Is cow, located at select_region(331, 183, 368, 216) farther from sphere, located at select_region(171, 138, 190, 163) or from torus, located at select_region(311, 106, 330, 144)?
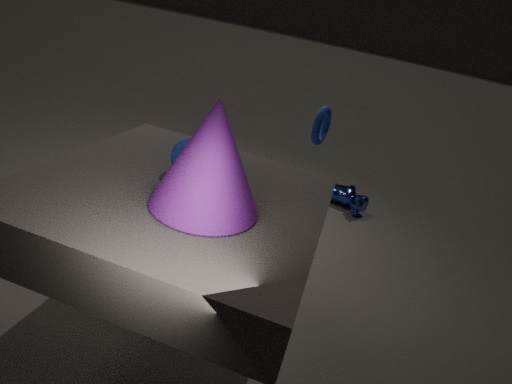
sphere, located at select_region(171, 138, 190, 163)
